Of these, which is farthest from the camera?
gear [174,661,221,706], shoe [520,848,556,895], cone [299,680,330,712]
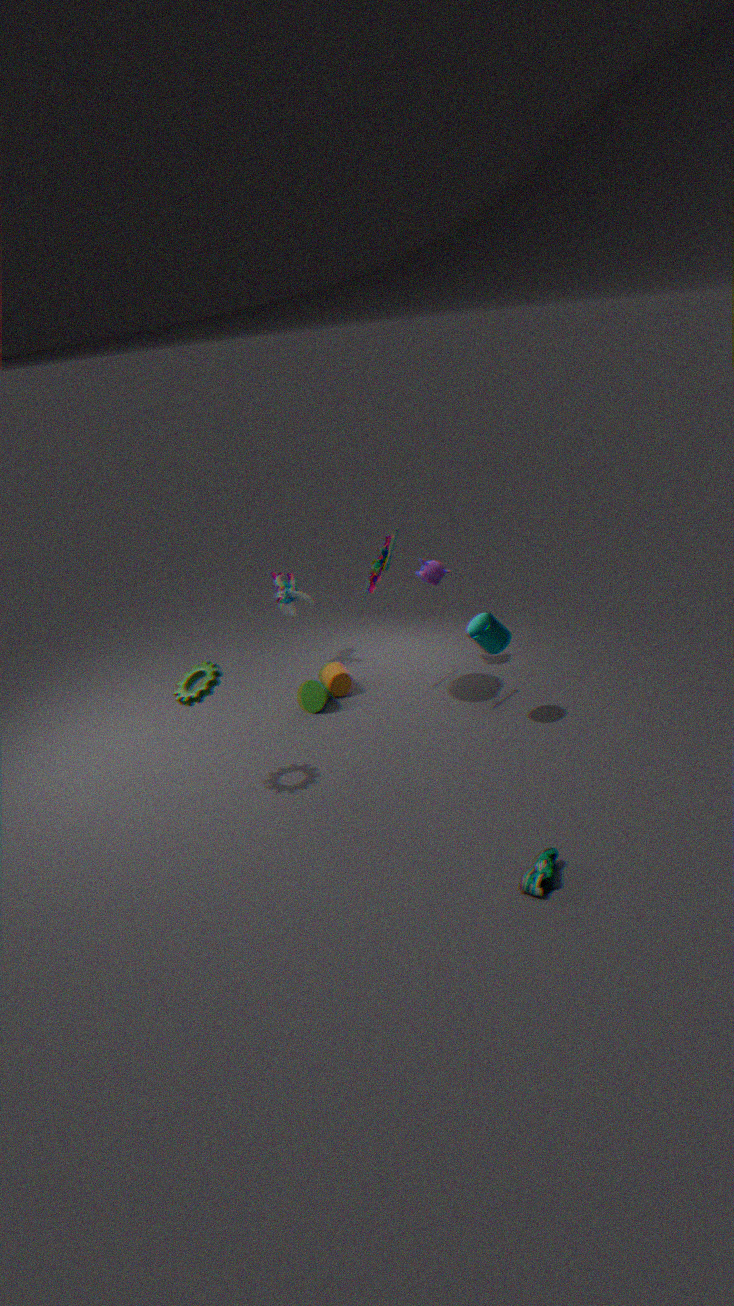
cone [299,680,330,712]
